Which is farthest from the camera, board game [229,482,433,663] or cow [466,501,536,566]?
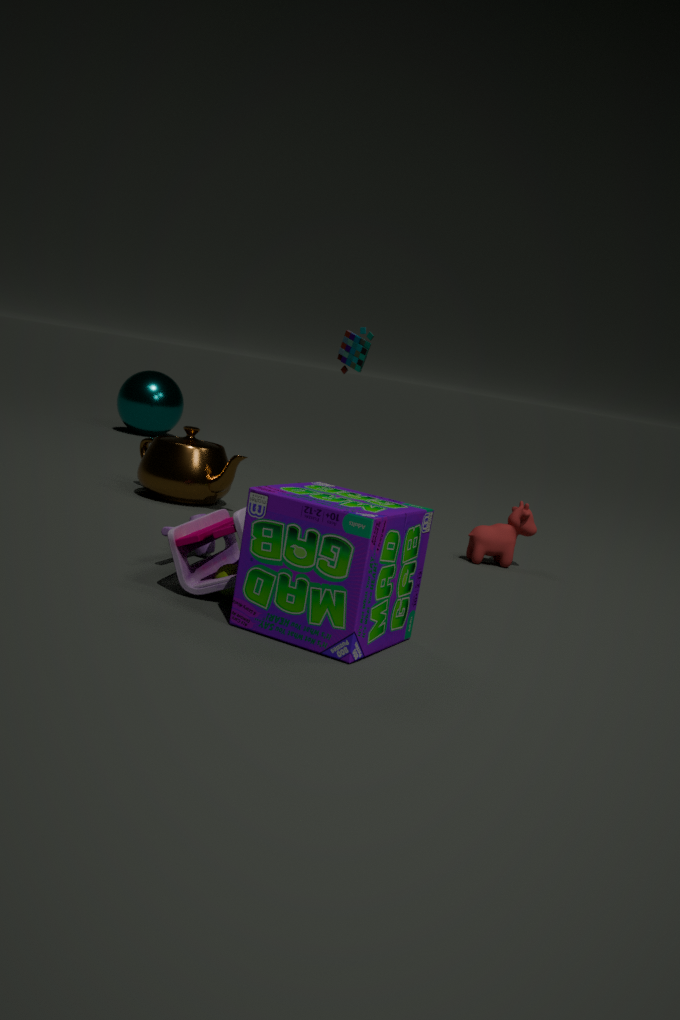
cow [466,501,536,566]
